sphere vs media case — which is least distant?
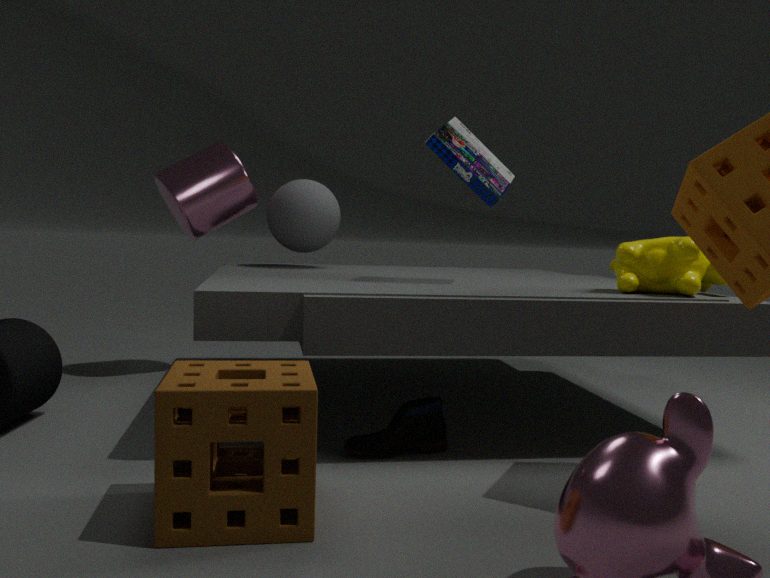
media case
